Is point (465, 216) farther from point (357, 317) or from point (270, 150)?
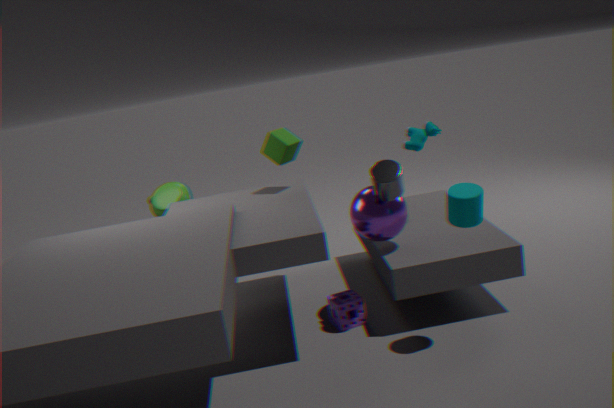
point (270, 150)
